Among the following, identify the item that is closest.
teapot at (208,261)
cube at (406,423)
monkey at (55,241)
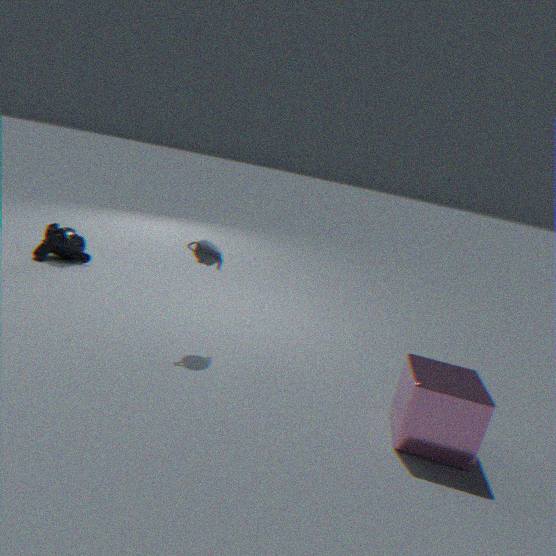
cube at (406,423)
